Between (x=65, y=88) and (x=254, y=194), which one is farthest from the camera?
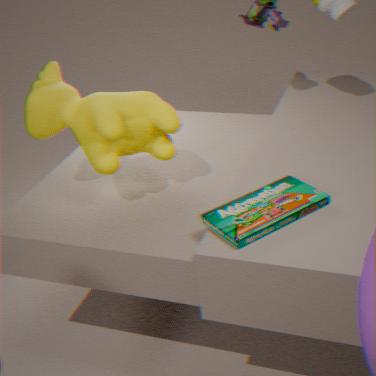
(x=65, y=88)
